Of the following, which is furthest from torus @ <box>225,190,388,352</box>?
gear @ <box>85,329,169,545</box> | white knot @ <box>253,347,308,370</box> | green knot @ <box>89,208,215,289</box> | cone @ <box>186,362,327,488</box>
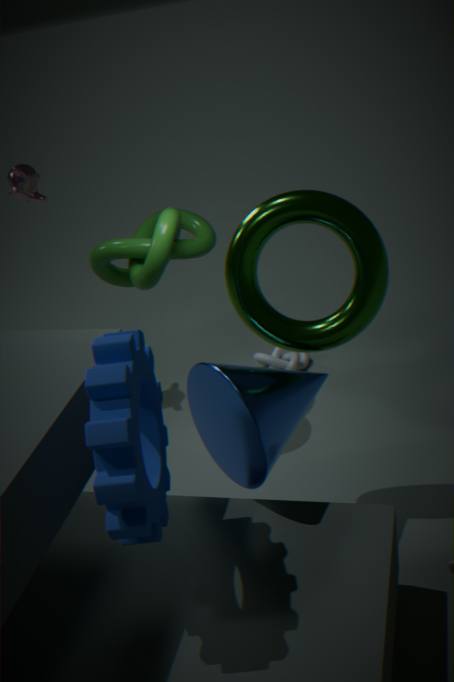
white knot @ <box>253,347,308,370</box>
